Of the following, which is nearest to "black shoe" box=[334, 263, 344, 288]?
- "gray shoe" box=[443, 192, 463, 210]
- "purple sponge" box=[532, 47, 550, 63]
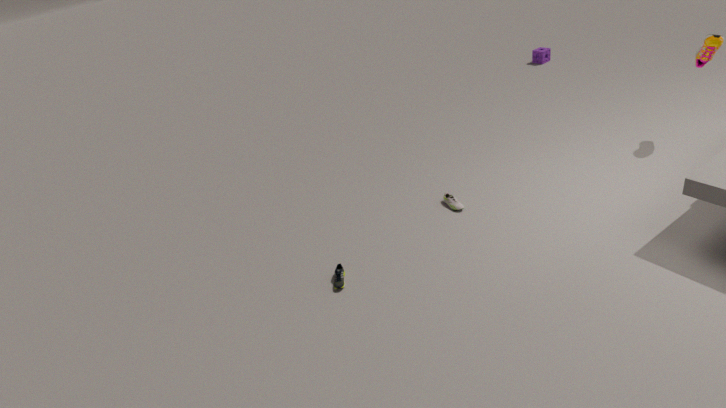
"gray shoe" box=[443, 192, 463, 210]
